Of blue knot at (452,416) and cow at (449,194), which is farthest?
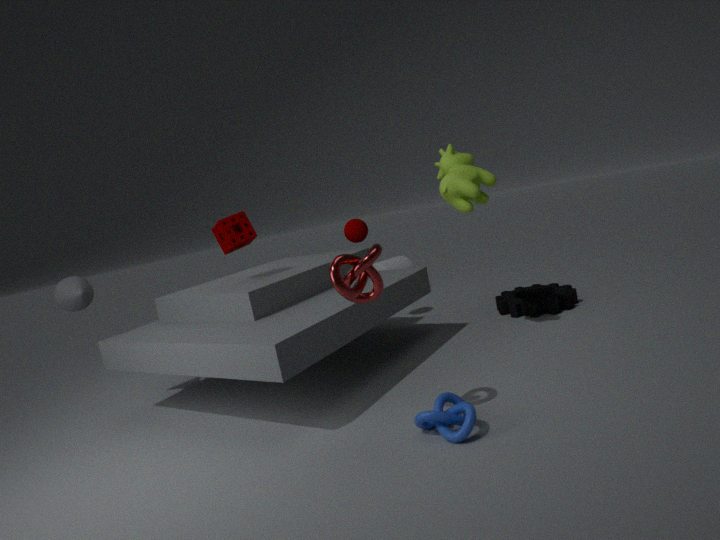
cow at (449,194)
